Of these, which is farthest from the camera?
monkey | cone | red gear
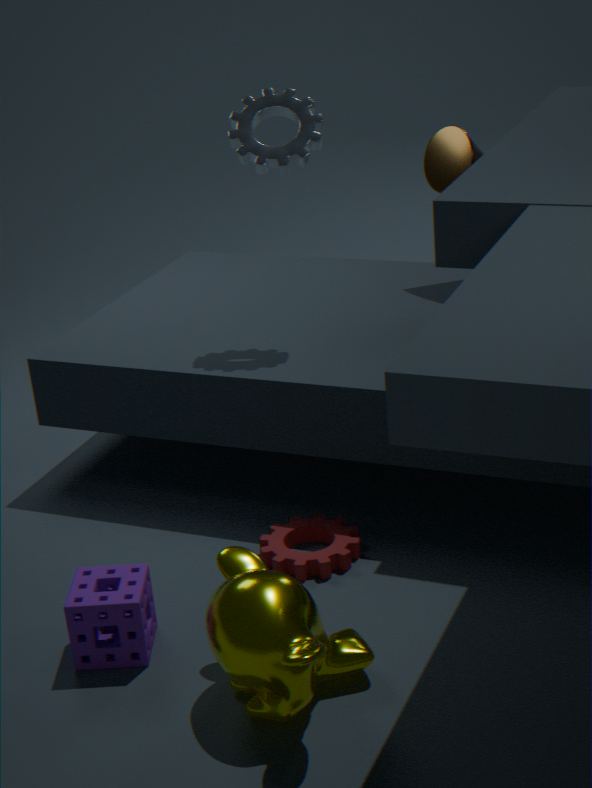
cone
